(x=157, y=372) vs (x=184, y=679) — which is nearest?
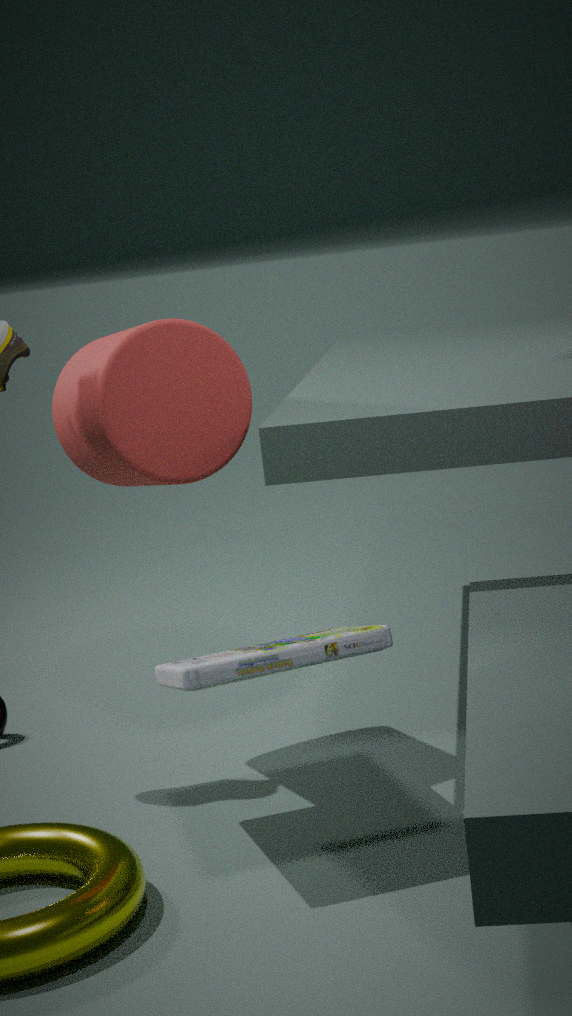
(x=184, y=679)
